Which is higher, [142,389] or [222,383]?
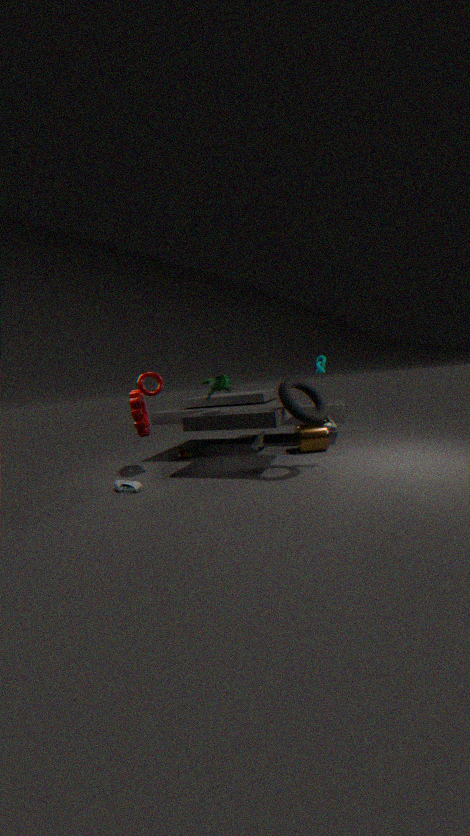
[142,389]
